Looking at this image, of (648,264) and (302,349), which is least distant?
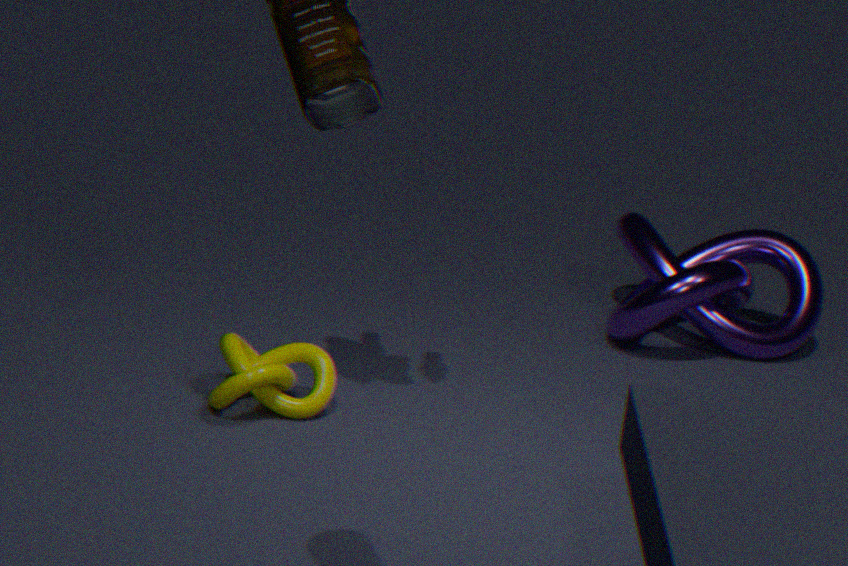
(302,349)
